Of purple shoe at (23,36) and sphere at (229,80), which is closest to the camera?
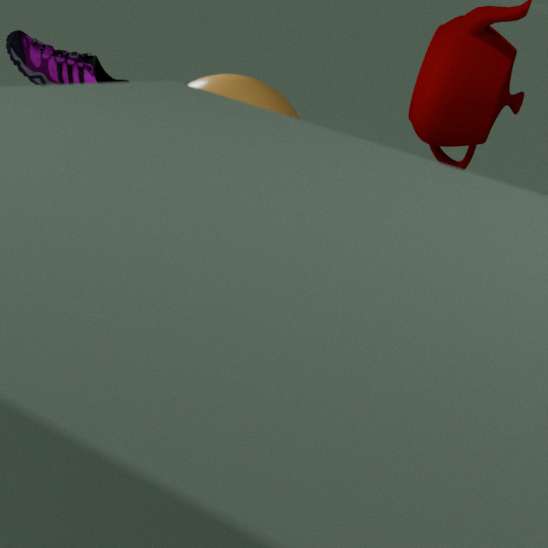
sphere at (229,80)
